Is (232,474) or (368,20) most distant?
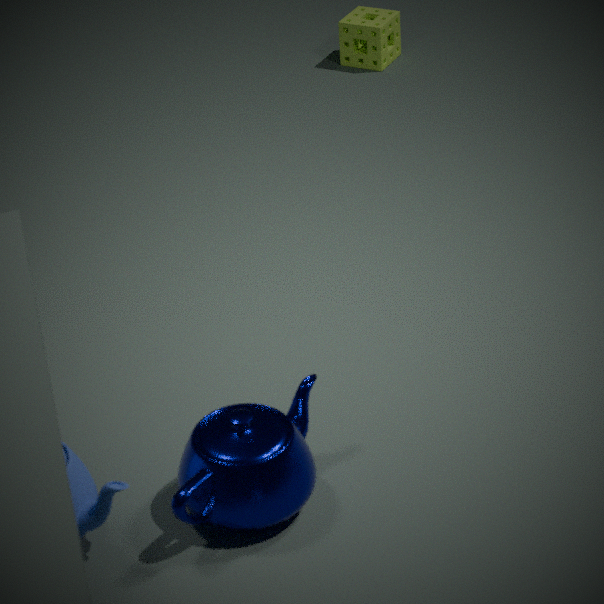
(368,20)
